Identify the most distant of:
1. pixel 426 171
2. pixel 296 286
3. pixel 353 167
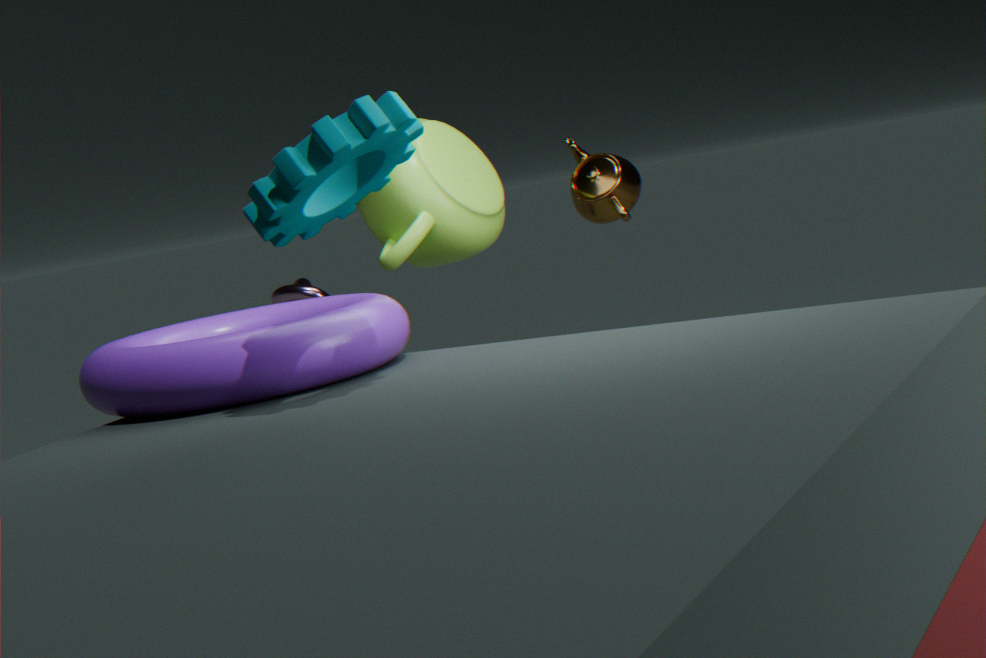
pixel 296 286
